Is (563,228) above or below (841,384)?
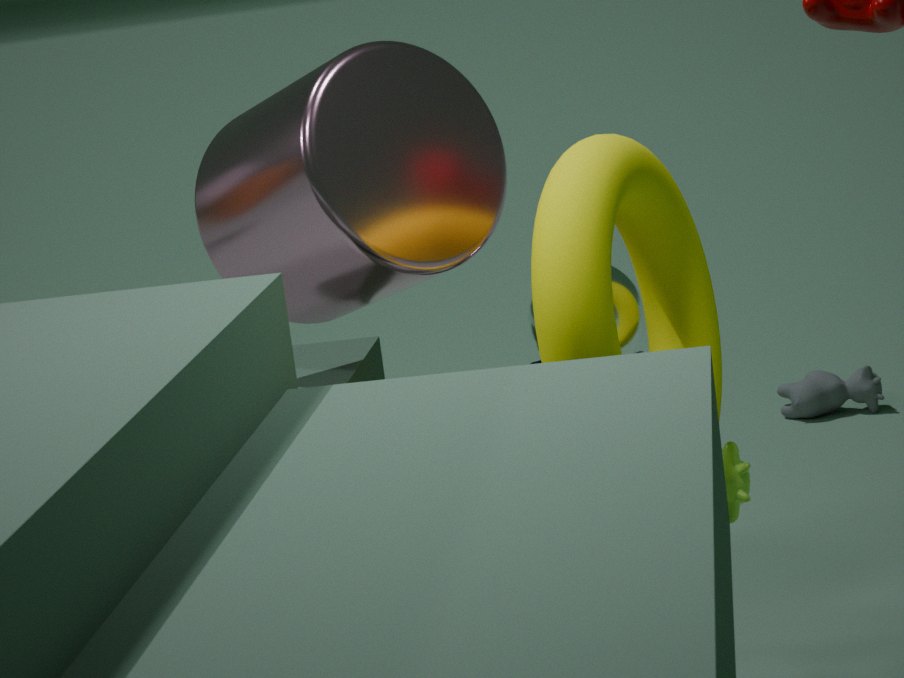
above
